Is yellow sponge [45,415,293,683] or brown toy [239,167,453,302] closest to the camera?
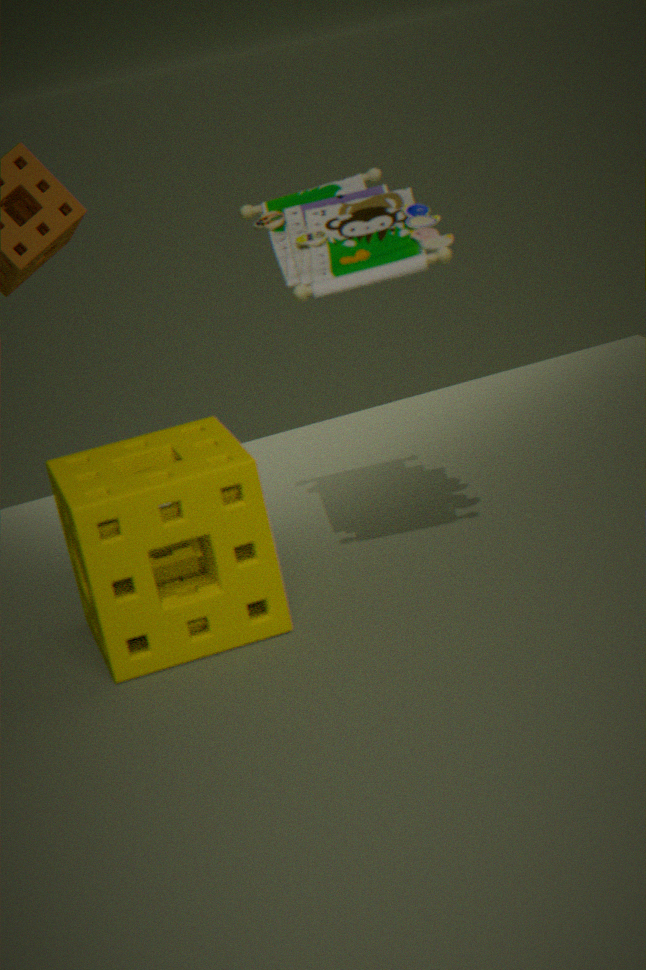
yellow sponge [45,415,293,683]
